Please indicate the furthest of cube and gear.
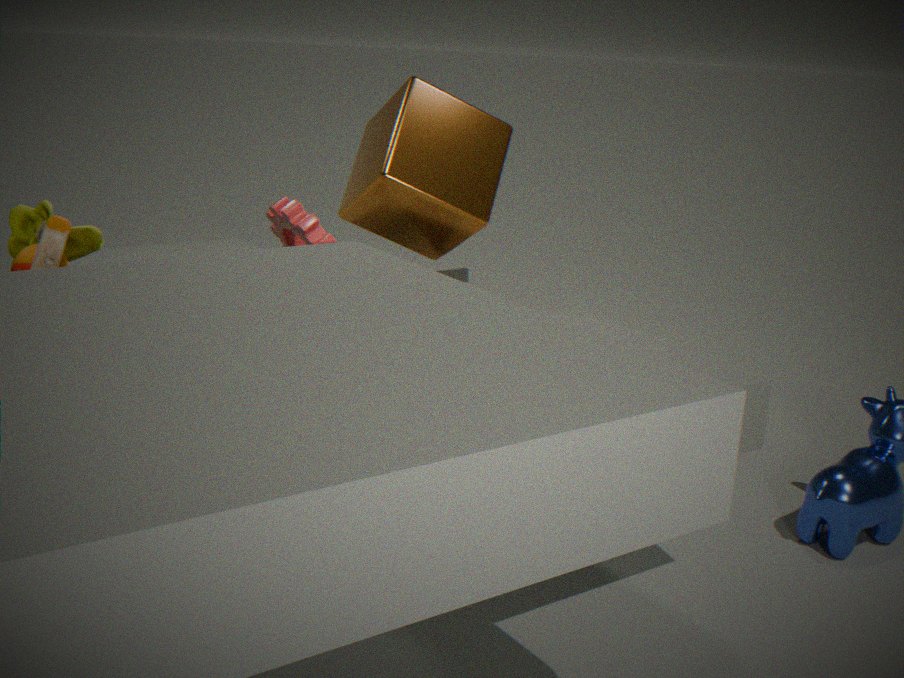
cube
